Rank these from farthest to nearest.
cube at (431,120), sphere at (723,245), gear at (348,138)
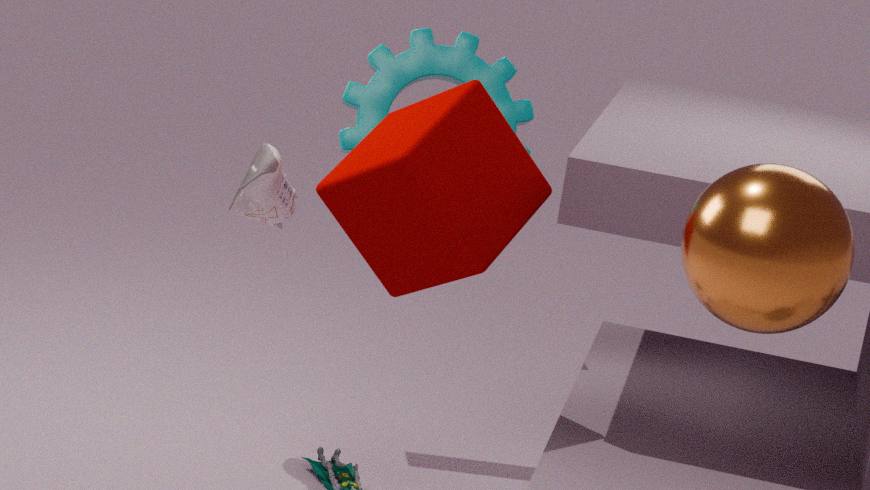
Result: gear at (348,138), cube at (431,120), sphere at (723,245)
